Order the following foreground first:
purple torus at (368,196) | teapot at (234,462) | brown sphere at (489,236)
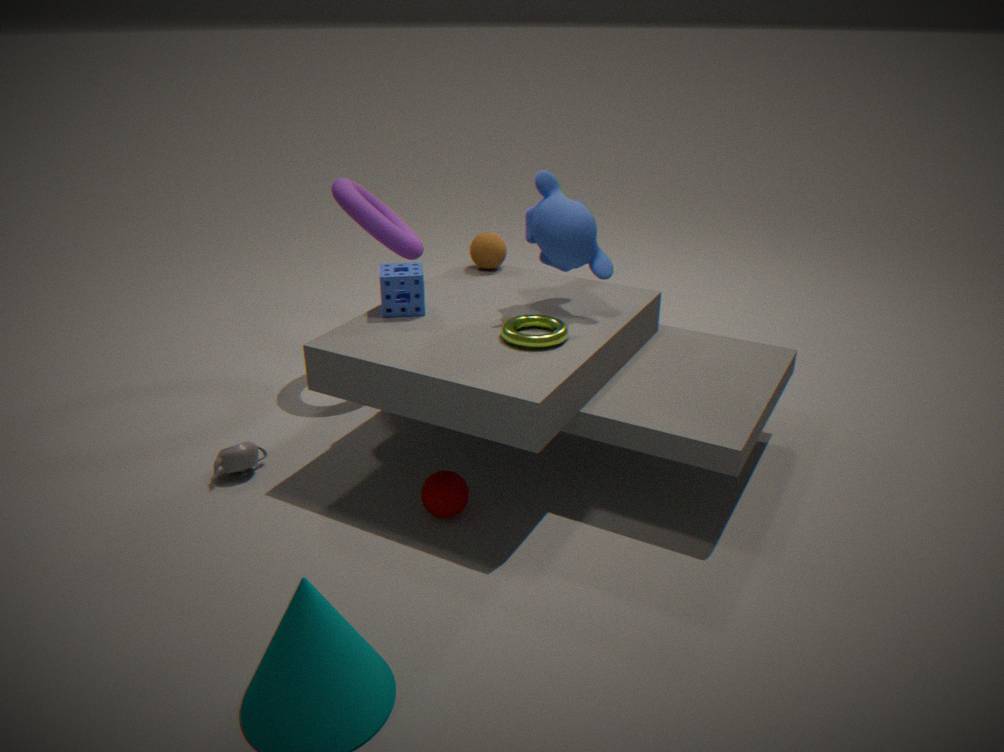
1. teapot at (234,462)
2. purple torus at (368,196)
3. brown sphere at (489,236)
